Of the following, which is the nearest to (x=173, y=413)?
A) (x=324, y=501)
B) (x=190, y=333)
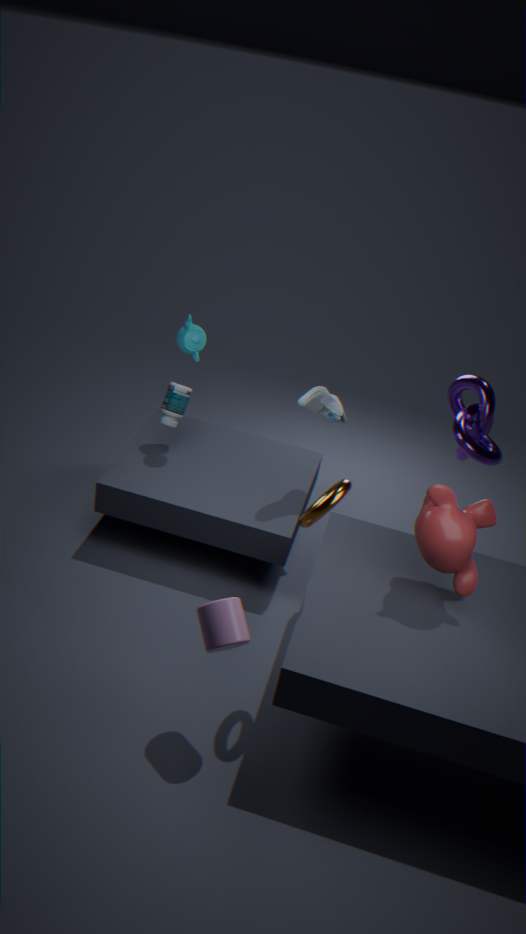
(x=190, y=333)
